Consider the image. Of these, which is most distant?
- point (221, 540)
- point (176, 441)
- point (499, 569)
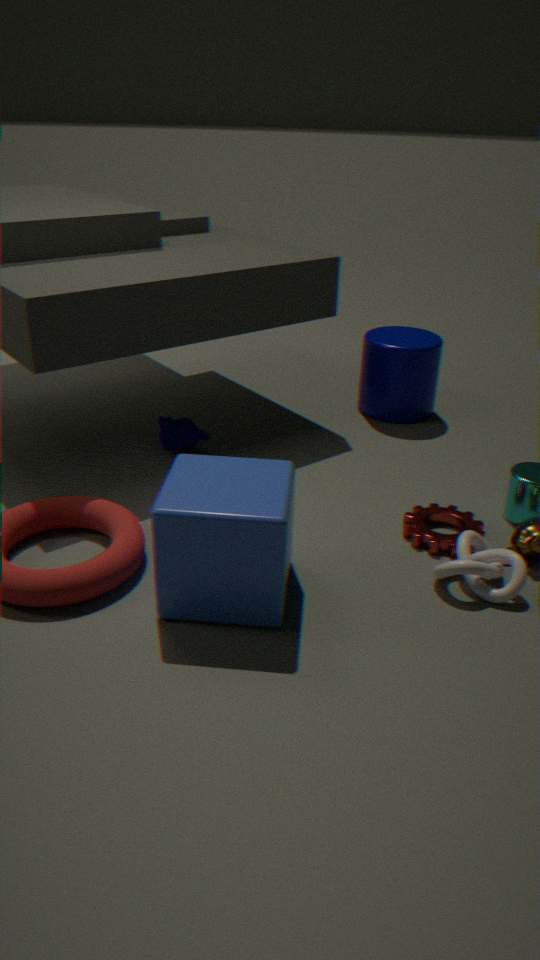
point (176, 441)
